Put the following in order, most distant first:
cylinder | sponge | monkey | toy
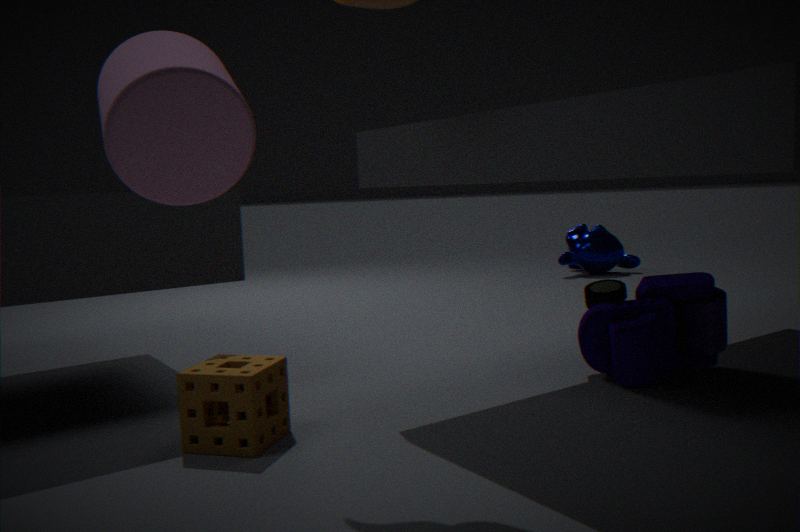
monkey < toy < sponge < cylinder
